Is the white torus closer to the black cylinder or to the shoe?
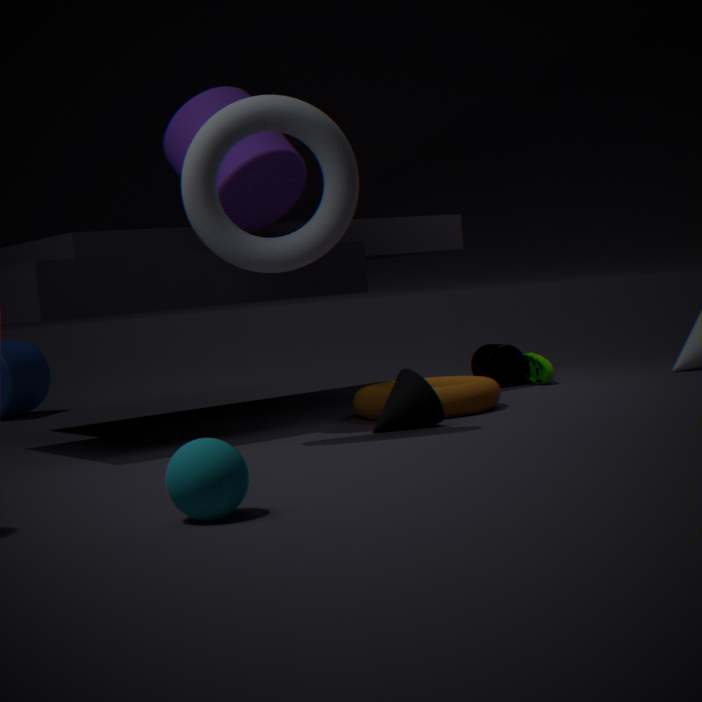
the black cylinder
